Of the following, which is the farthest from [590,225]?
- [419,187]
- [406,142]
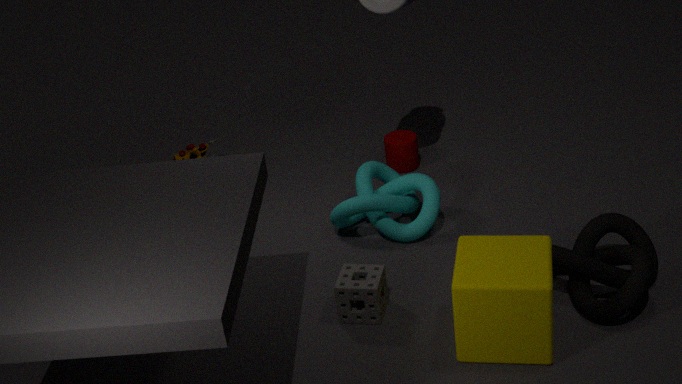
[406,142]
